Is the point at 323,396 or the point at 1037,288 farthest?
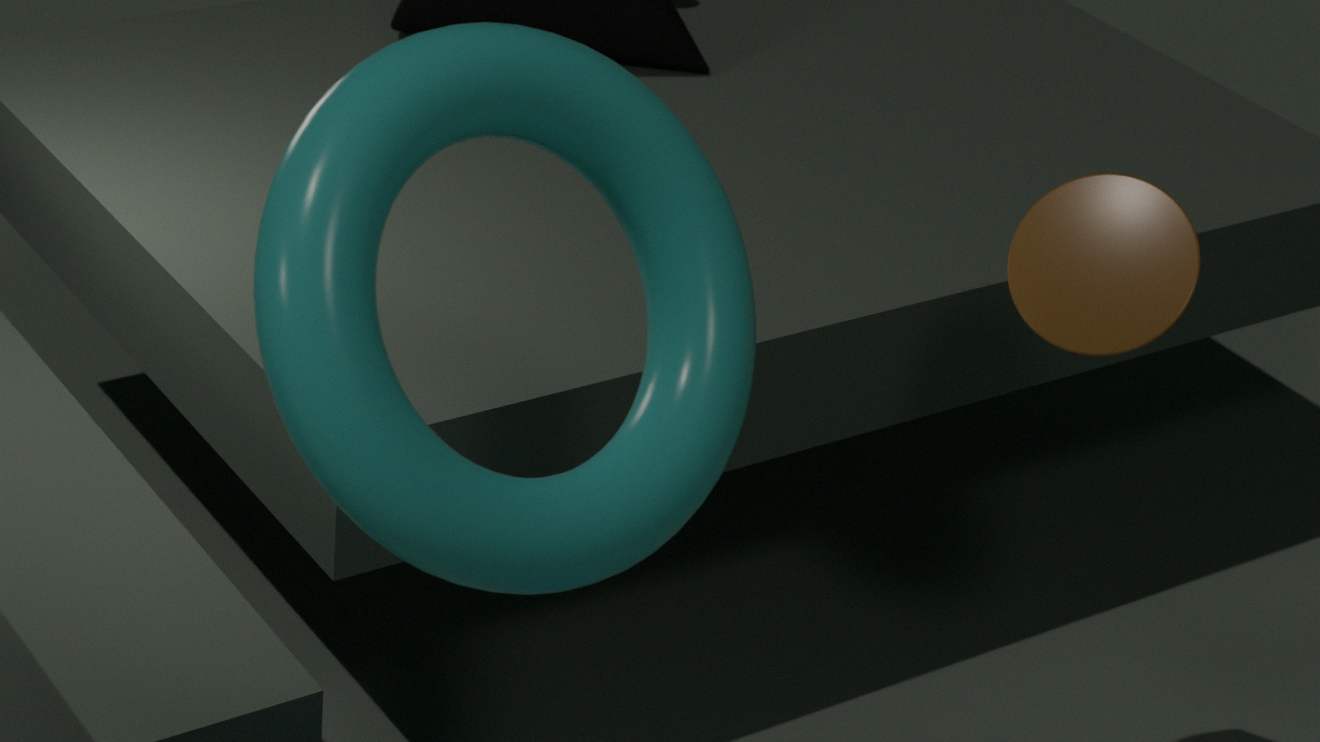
the point at 1037,288
